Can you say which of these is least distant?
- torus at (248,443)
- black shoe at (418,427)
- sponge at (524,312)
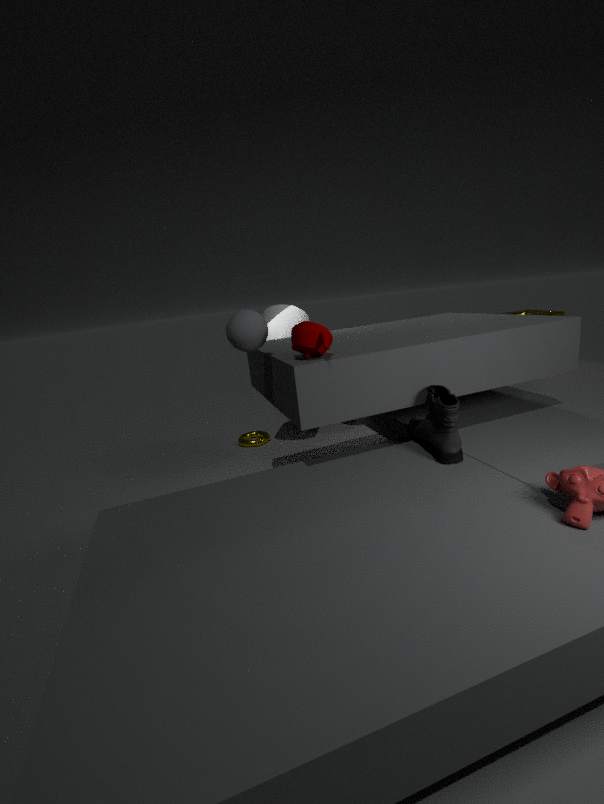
black shoe at (418,427)
